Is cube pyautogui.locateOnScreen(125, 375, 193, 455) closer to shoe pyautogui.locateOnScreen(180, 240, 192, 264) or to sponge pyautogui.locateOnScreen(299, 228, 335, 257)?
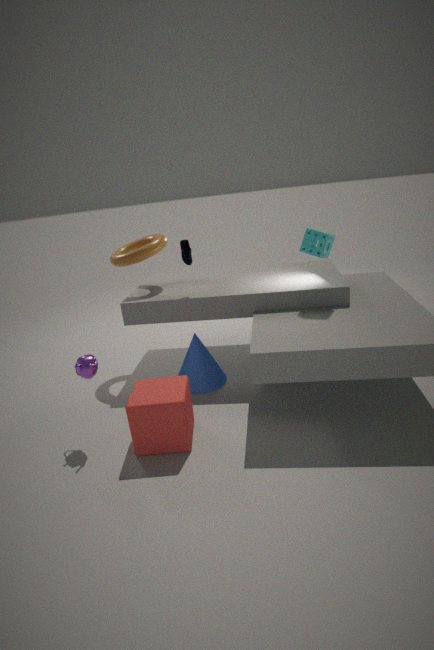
shoe pyautogui.locateOnScreen(180, 240, 192, 264)
